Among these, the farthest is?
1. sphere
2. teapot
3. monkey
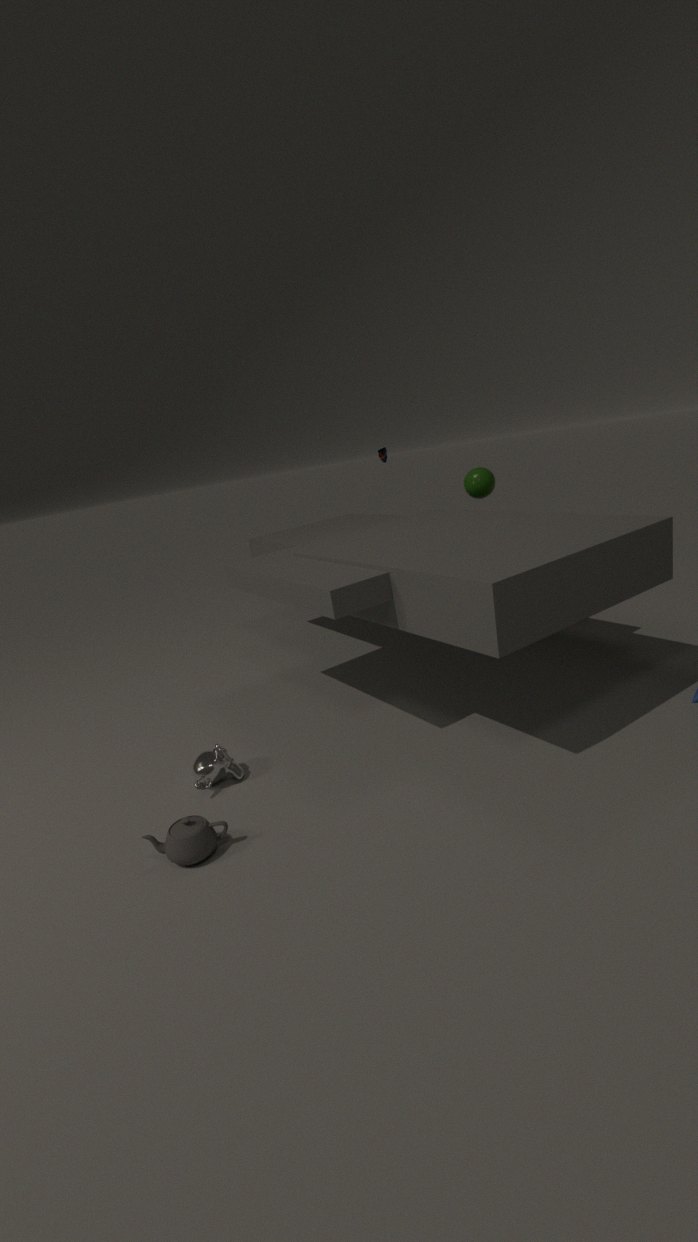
sphere
